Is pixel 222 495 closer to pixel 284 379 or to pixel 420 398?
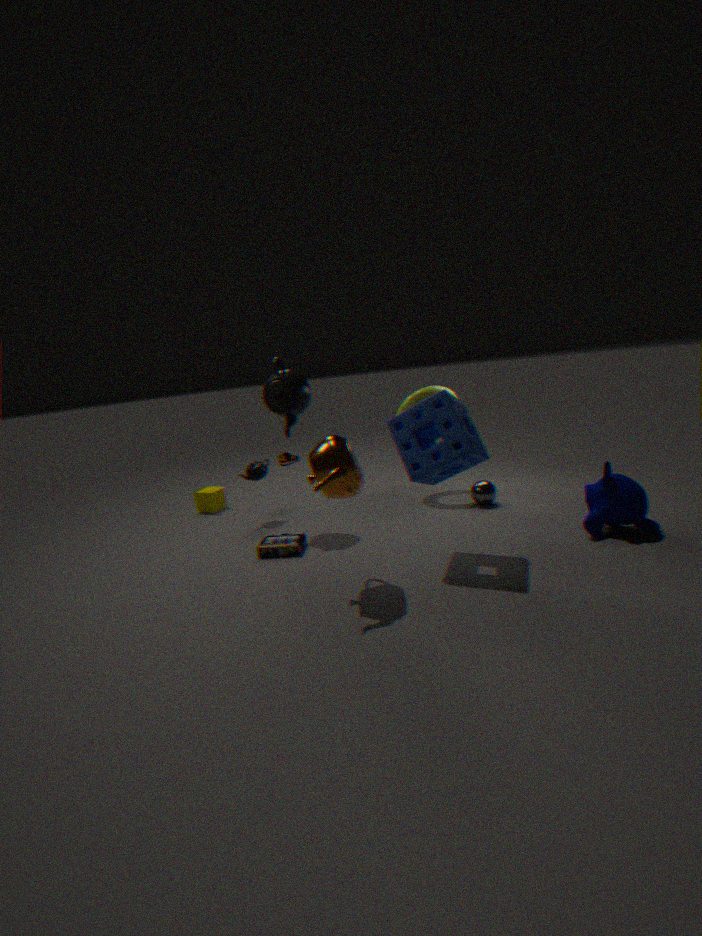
pixel 284 379
